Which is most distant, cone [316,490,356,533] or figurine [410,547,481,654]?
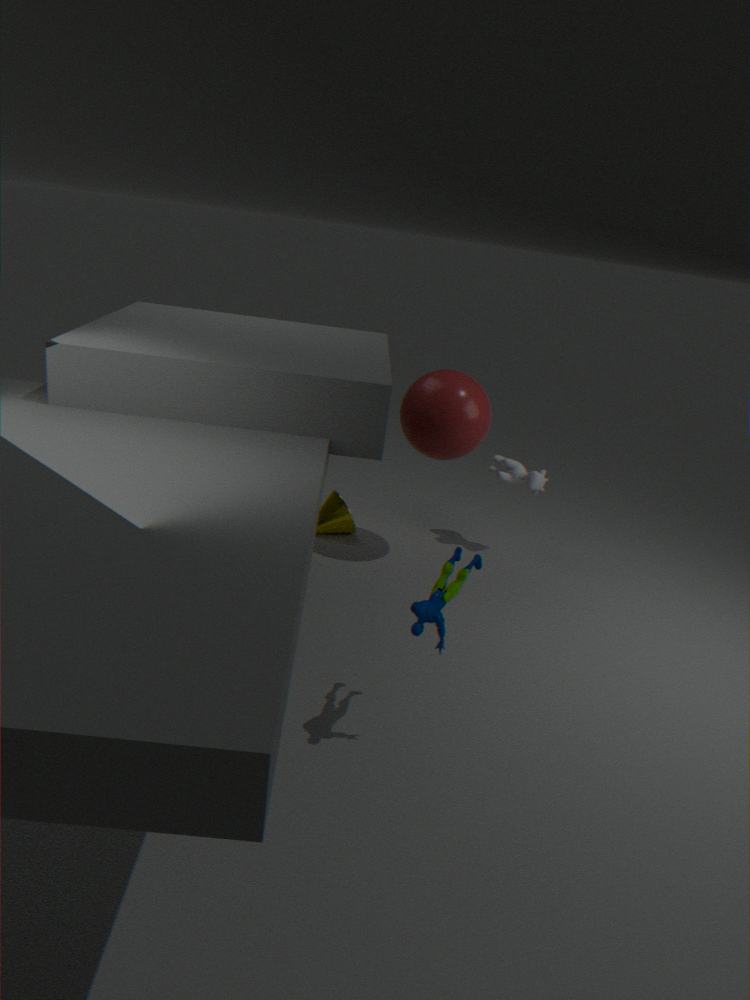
cone [316,490,356,533]
